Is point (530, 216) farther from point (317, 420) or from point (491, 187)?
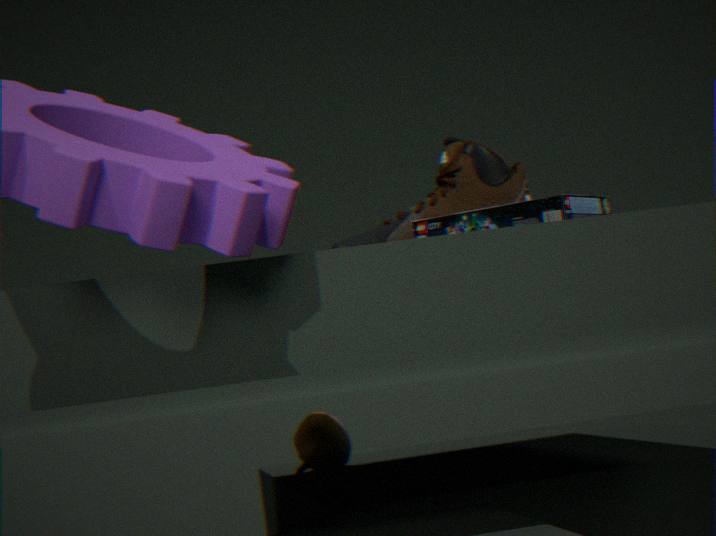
point (317, 420)
